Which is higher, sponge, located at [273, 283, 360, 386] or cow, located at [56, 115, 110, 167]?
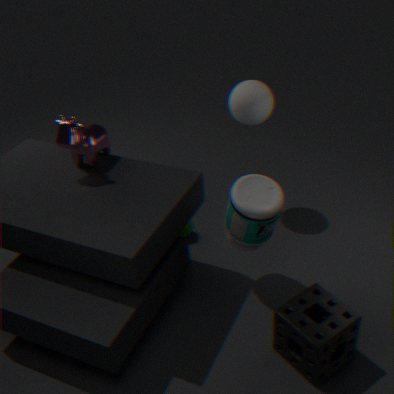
cow, located at [56, 115, 110, 167]
